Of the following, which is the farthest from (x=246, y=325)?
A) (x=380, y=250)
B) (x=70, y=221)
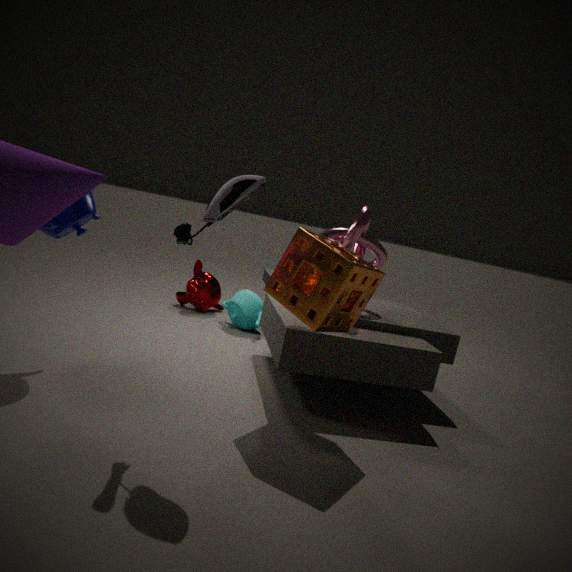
(x=70, y=221)
